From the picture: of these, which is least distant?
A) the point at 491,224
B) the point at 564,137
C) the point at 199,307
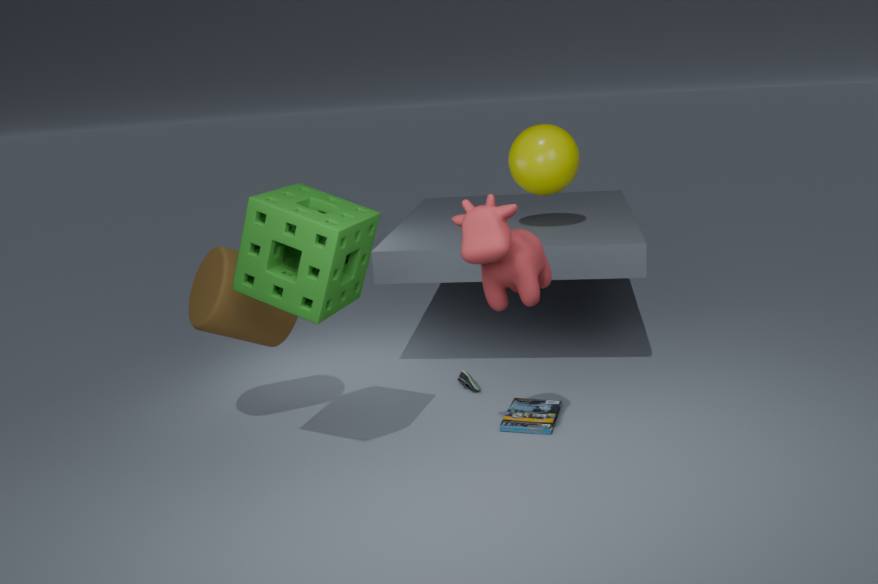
the point at 491,224
